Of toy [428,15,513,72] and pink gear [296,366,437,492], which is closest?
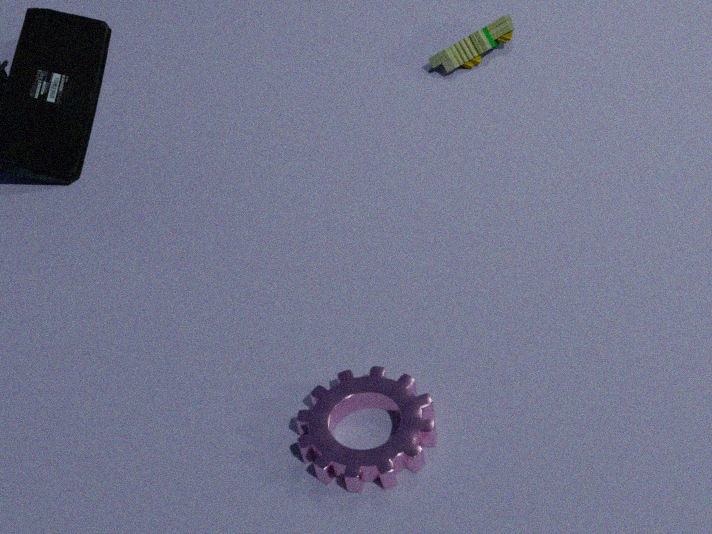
pink gear [296,366,437,492]
